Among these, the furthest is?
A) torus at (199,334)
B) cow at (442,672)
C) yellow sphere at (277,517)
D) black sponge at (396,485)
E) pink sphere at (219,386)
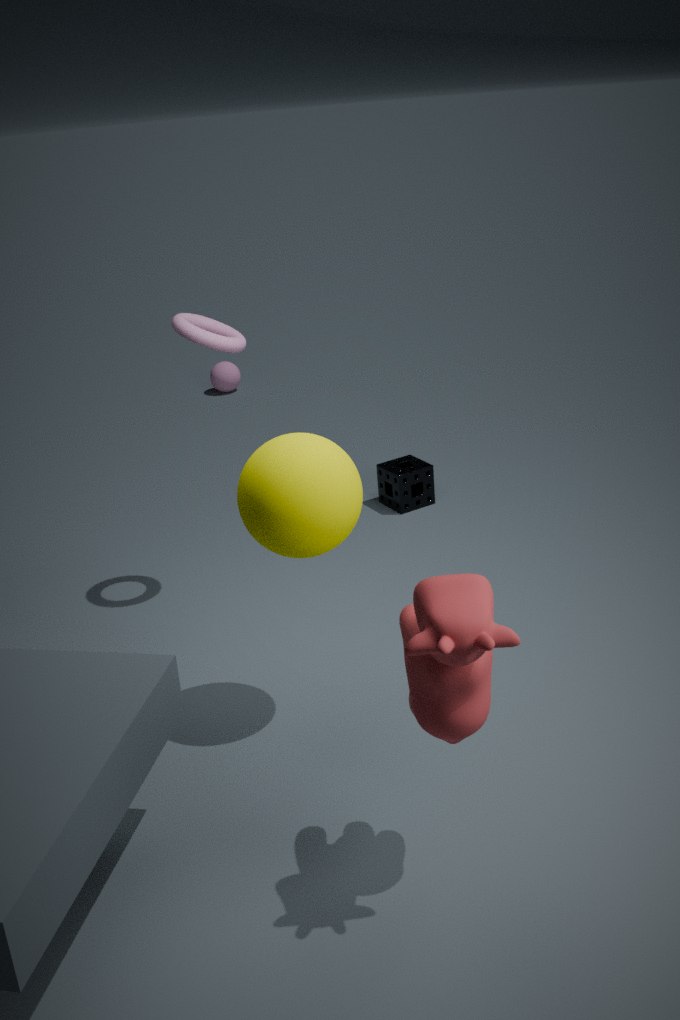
pink sphere at (219,386)
